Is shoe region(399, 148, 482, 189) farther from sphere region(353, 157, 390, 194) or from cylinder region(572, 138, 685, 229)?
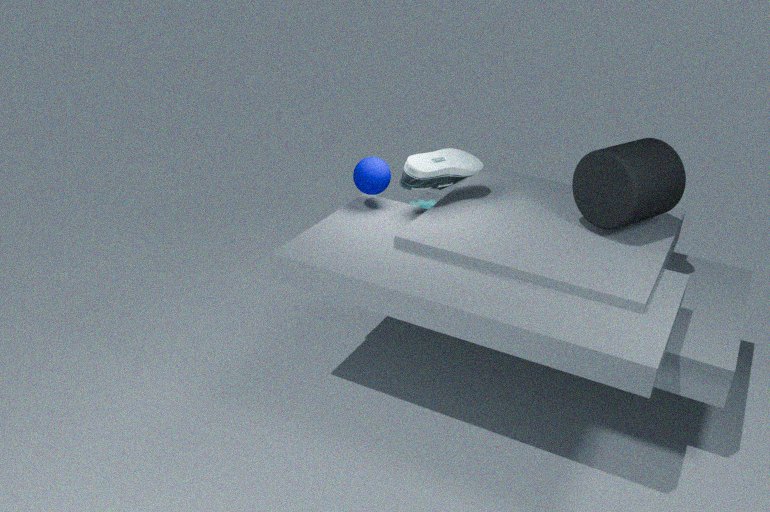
cylinder region(572, 138, 685, 229)
